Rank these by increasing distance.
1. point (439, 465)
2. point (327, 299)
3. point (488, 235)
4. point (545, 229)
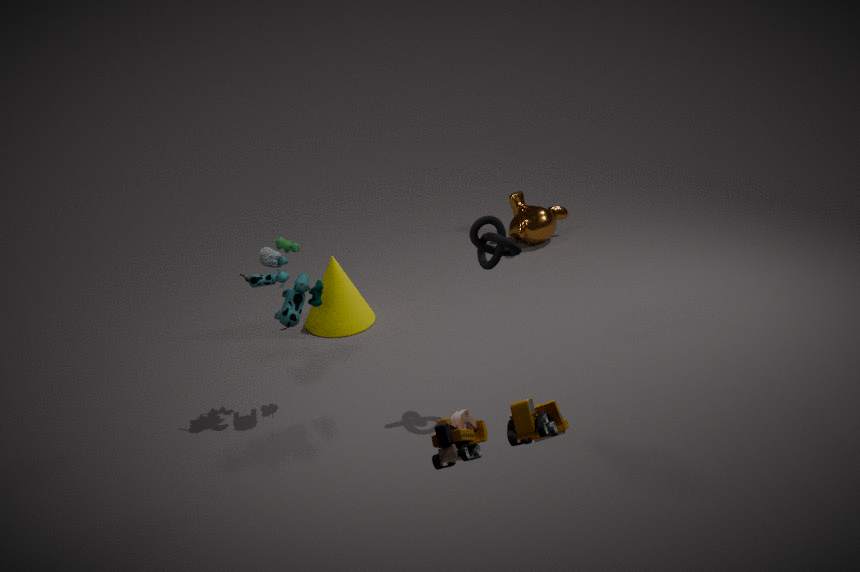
point (439, 465)
point (488, 235)
point (327, 299)
point (545, 229)
